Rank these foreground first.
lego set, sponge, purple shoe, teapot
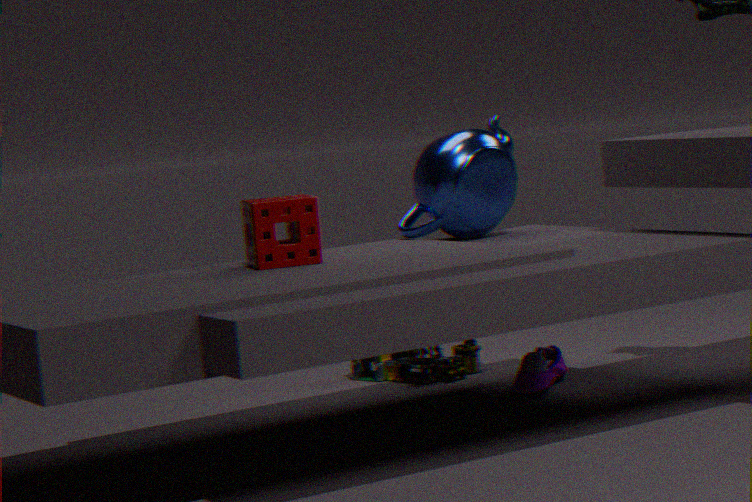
sponge, purple shoe, teapot, lego set
